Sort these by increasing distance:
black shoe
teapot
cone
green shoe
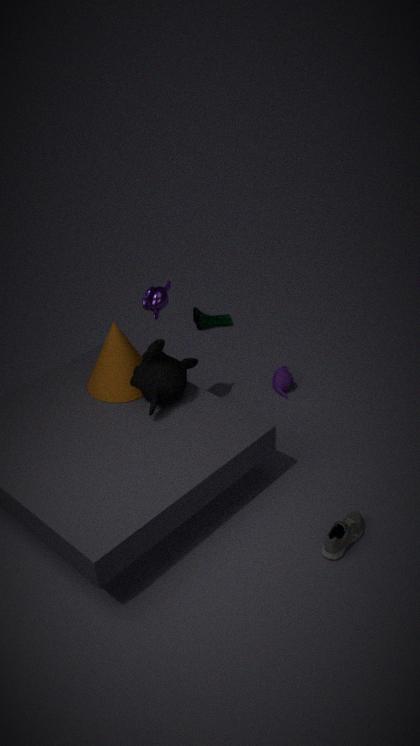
black shoe
cone
teapot
green shoe
